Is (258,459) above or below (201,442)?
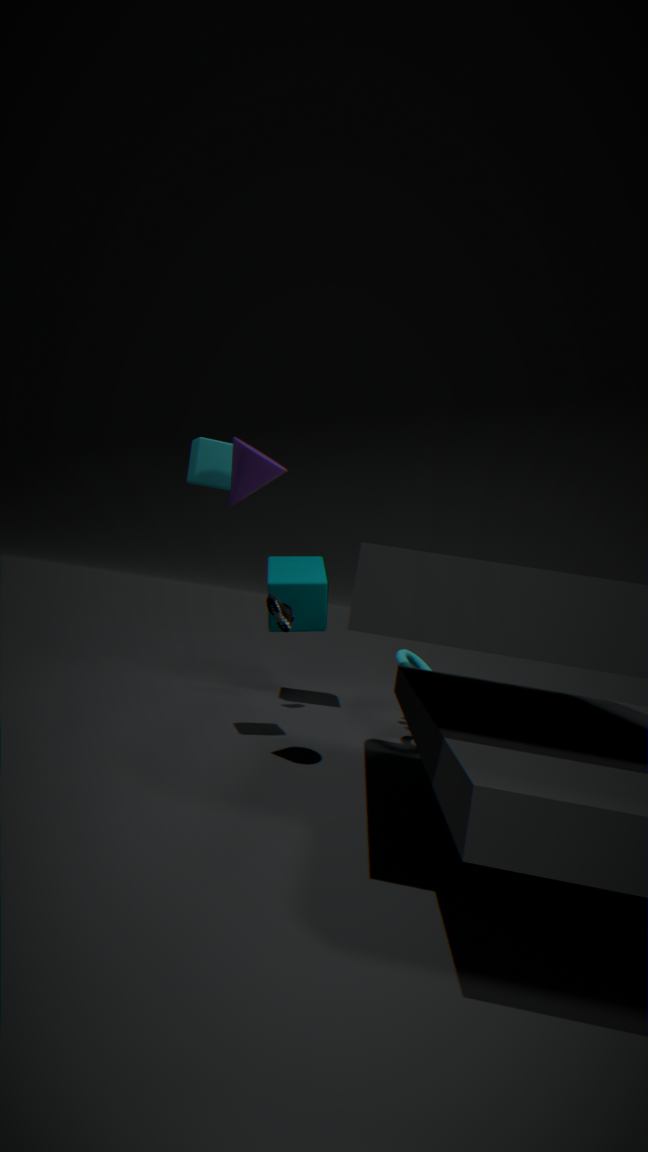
below
